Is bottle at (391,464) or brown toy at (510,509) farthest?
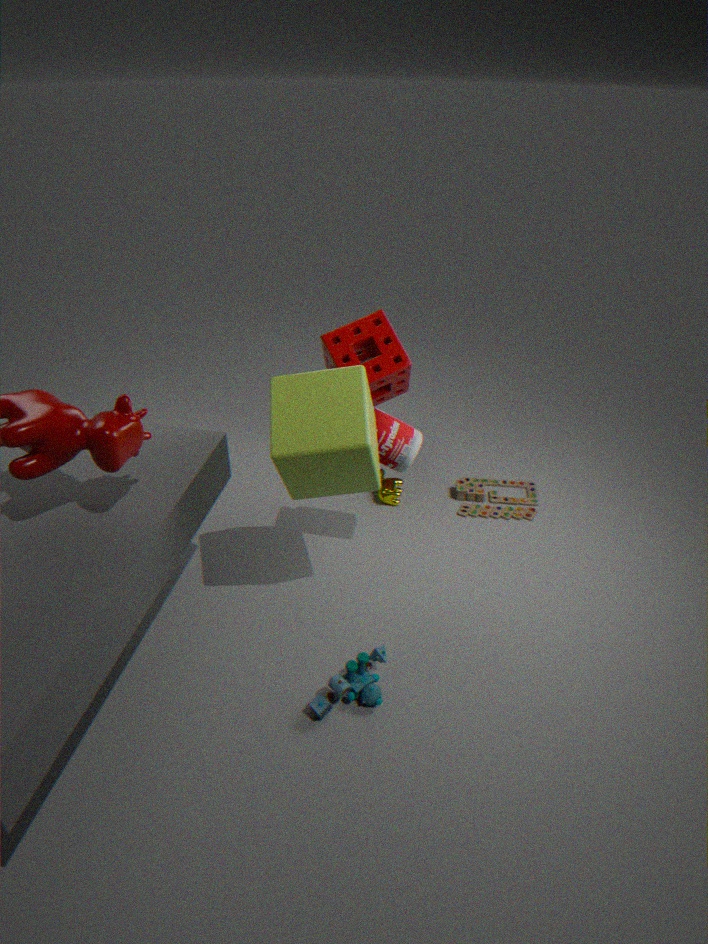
brown toy at (510,509)
